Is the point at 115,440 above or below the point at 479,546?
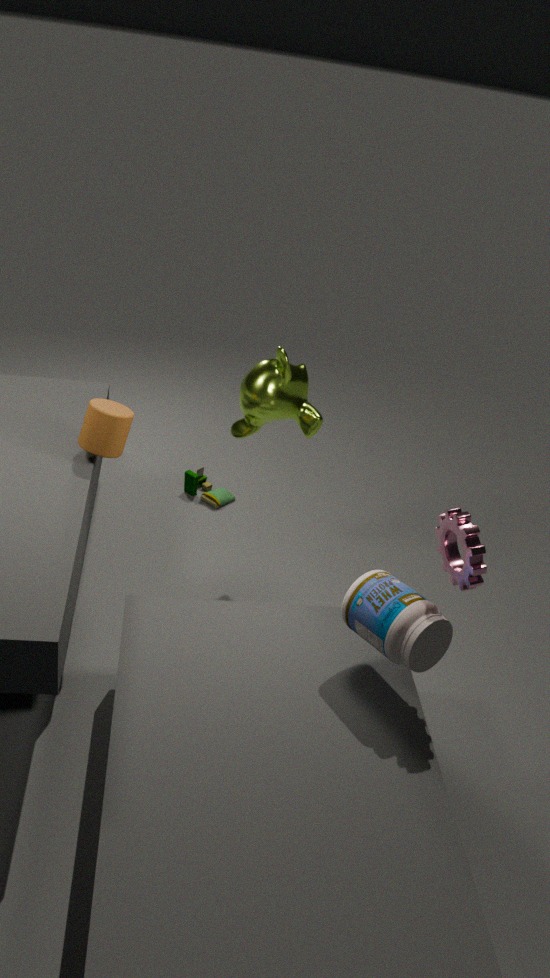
below
